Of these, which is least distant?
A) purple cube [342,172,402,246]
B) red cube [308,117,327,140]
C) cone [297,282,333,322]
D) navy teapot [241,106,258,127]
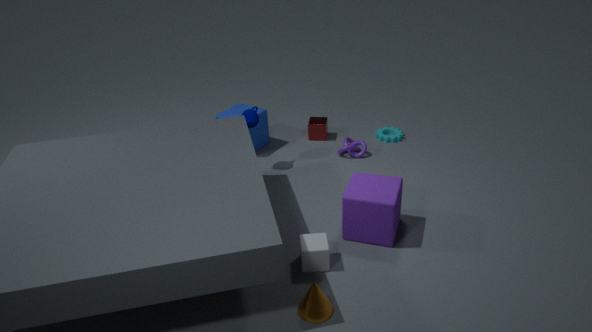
cone [297,282,333,322]
